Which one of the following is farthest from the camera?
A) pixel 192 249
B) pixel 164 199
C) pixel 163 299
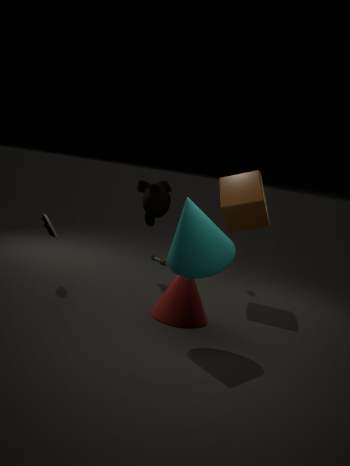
pixel 164 199
